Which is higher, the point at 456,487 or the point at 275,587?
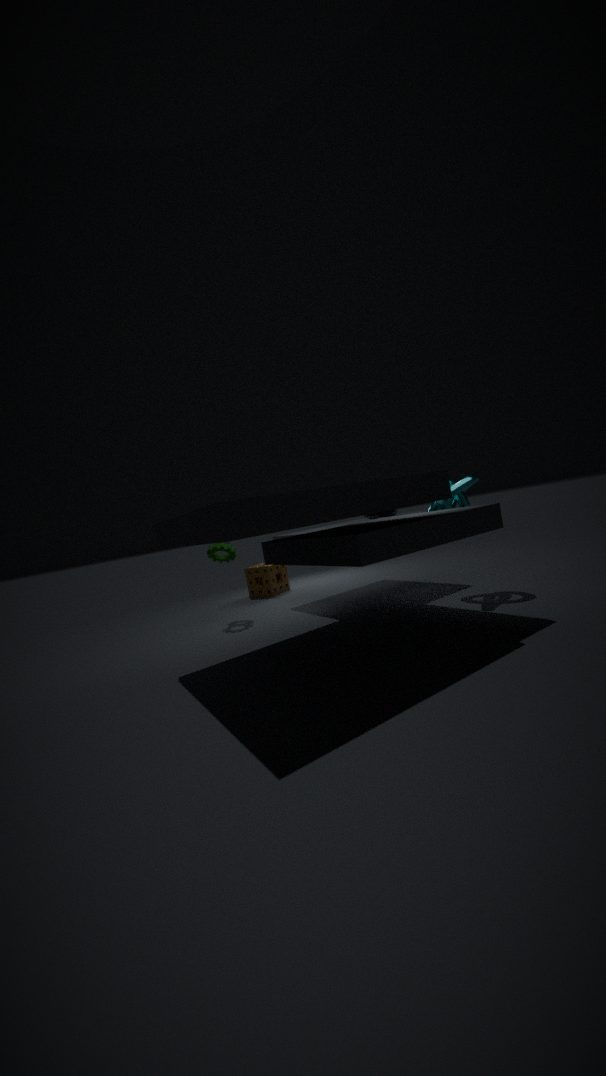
the point at 456,487
